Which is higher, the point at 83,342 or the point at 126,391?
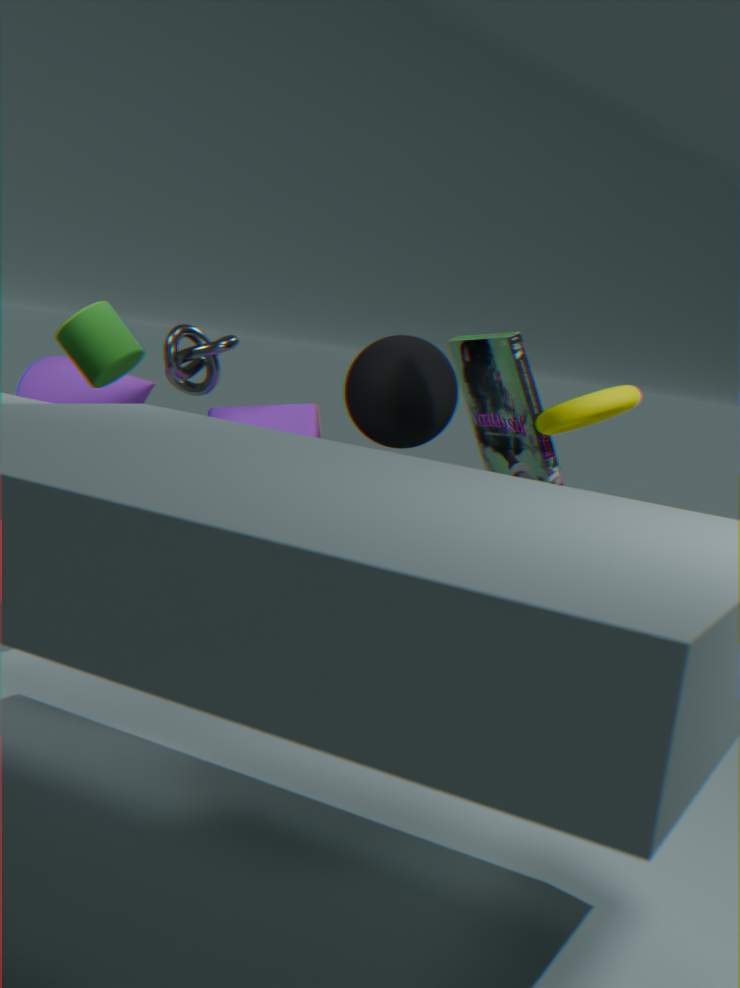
the point at 83,342
